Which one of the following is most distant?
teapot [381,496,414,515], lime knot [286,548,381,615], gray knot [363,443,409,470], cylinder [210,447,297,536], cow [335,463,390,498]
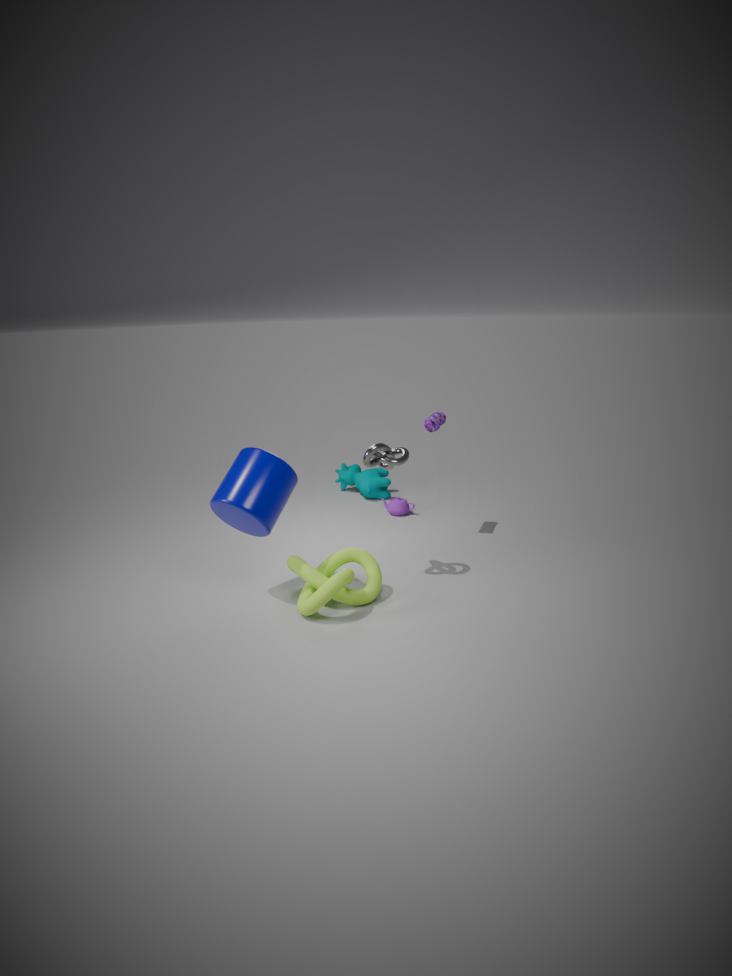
cow [335,463,390,498]
